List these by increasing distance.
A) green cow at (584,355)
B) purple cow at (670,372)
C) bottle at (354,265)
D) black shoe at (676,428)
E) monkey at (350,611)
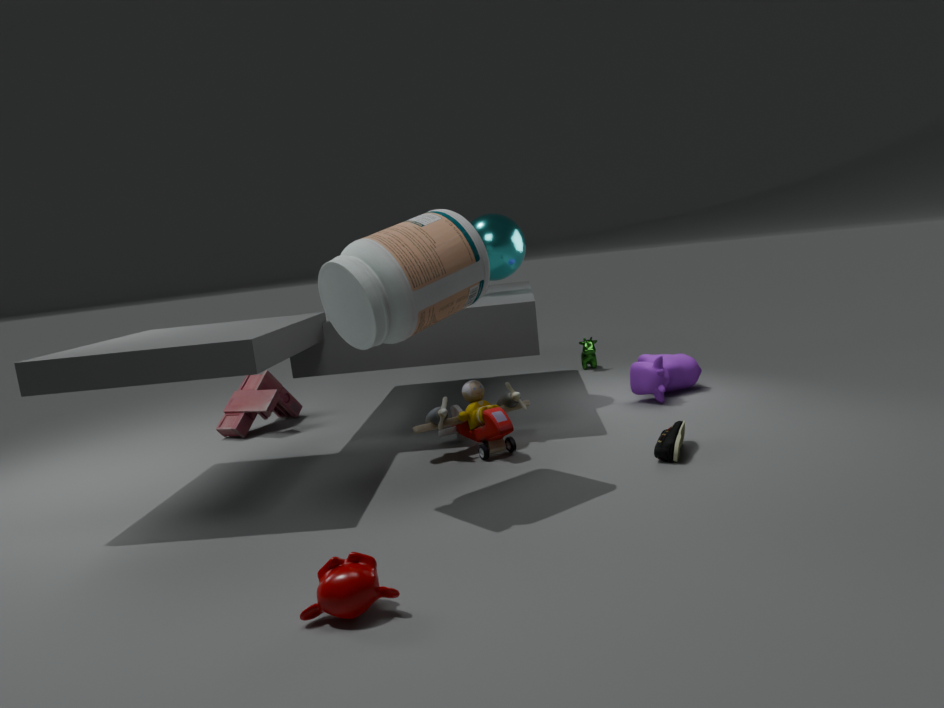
monkey at (350,611) → bottle at (354,265) → black shoe at (676,428) → purple cow at (670,372) → green cow at (584,355)
